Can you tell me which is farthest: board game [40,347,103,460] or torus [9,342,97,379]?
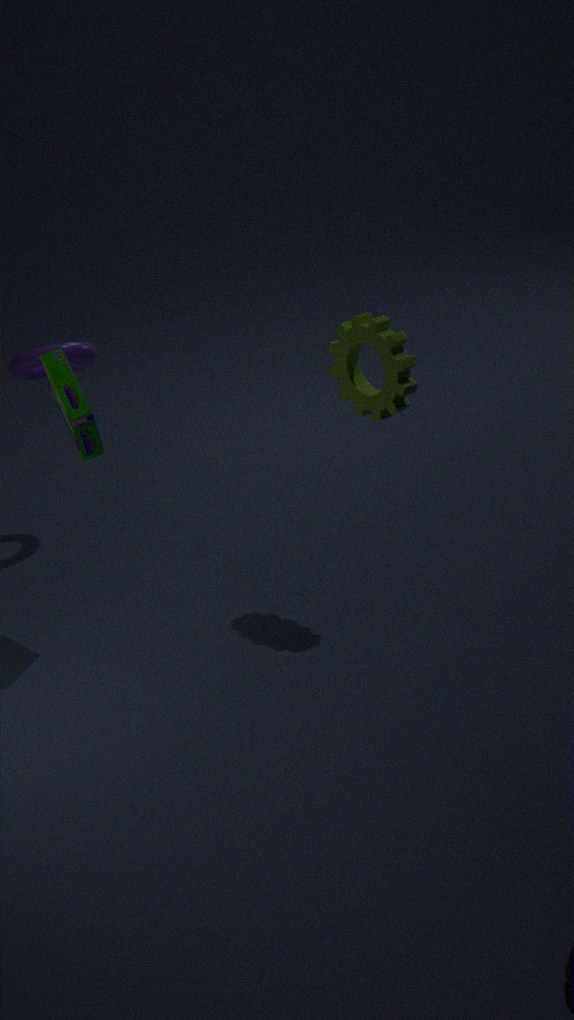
torus [9,342,97,379]
